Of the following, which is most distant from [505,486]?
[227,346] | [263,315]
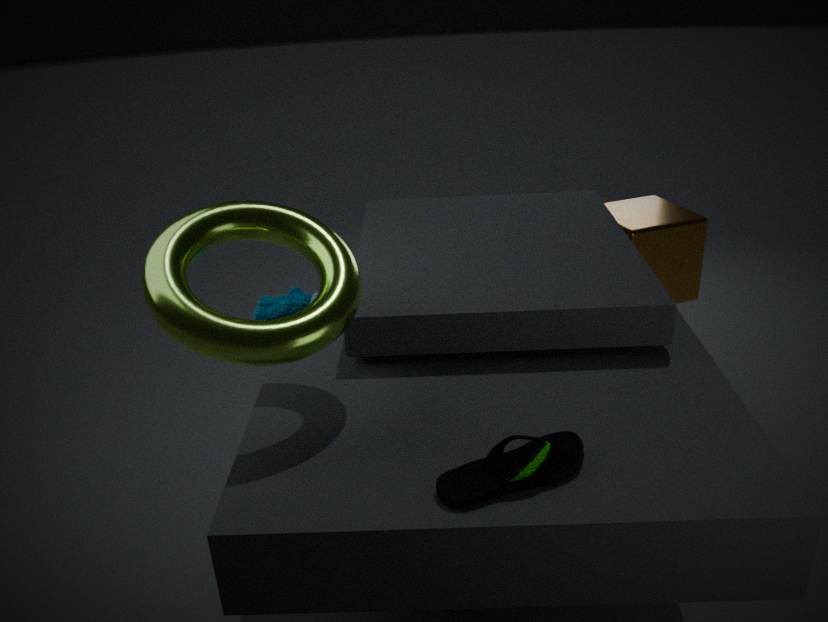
[263,315]
